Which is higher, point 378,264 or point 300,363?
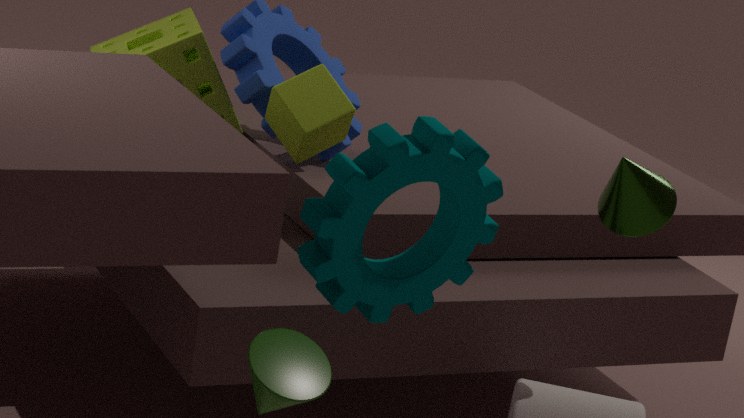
point 378,264
